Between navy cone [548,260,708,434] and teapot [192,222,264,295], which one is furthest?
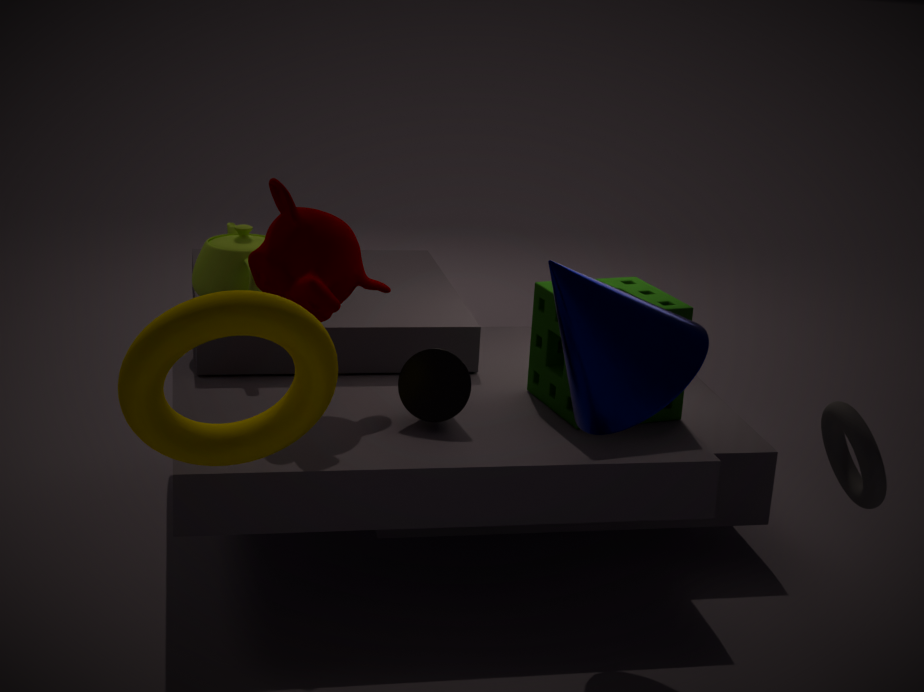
teapot [192,222,264,295]
